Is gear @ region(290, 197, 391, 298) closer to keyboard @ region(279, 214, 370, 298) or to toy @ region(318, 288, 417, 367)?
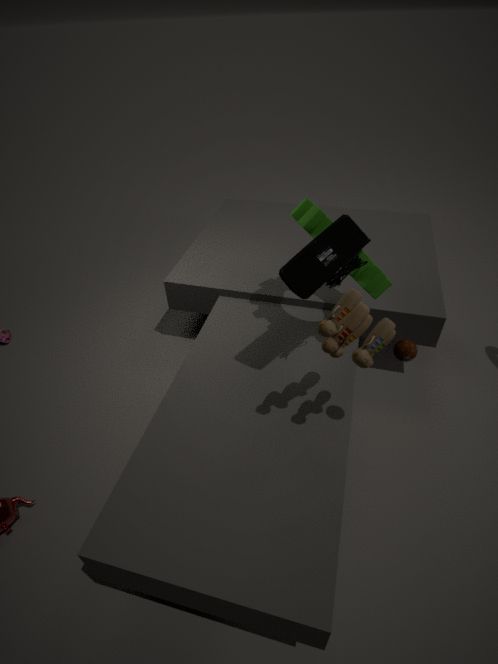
keyboard @ region(279, 214, 370, 298)
